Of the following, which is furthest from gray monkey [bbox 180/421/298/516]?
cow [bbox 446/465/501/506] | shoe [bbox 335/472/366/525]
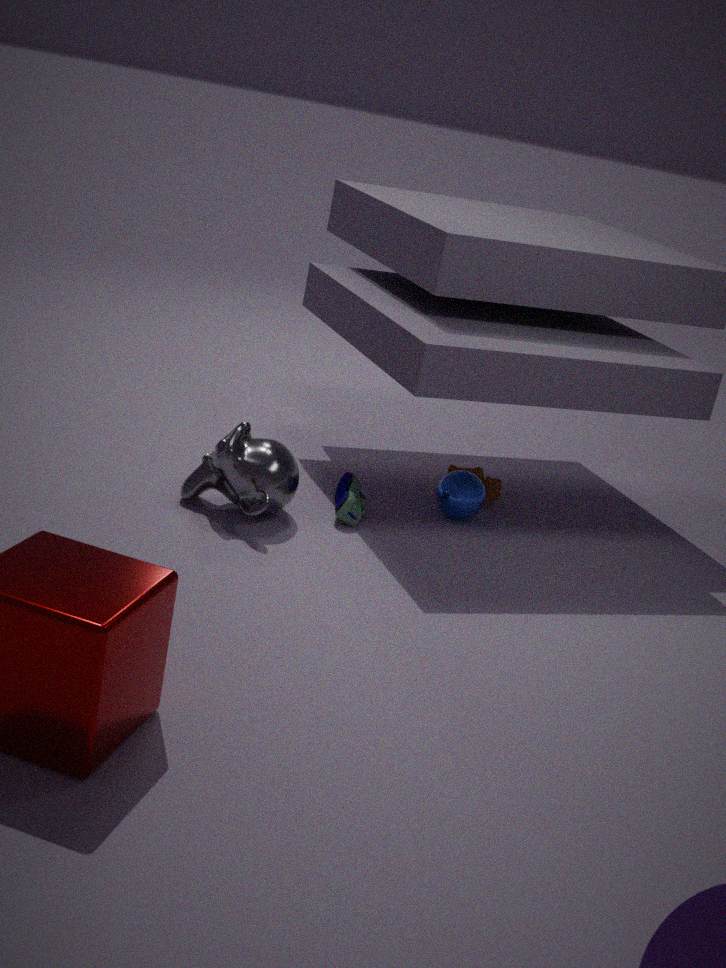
cow [bbox 446/465/501/506]
